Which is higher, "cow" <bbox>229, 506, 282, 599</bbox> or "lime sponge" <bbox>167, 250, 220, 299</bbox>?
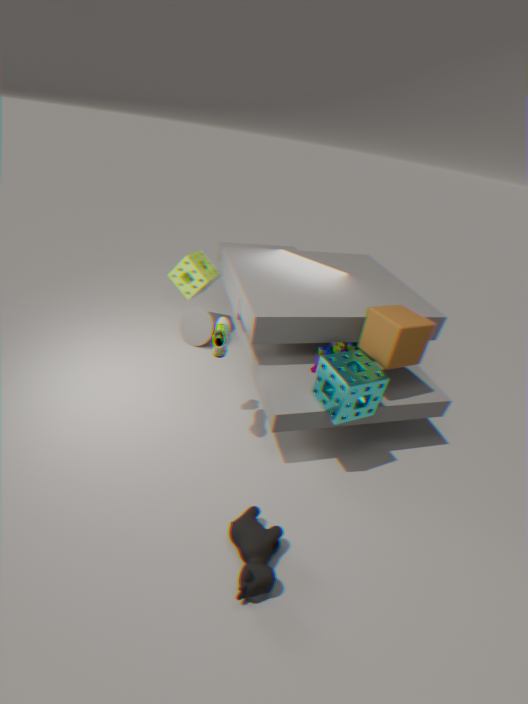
"lime sponge" <bbox>167, 250, 220, 299</bbox>
